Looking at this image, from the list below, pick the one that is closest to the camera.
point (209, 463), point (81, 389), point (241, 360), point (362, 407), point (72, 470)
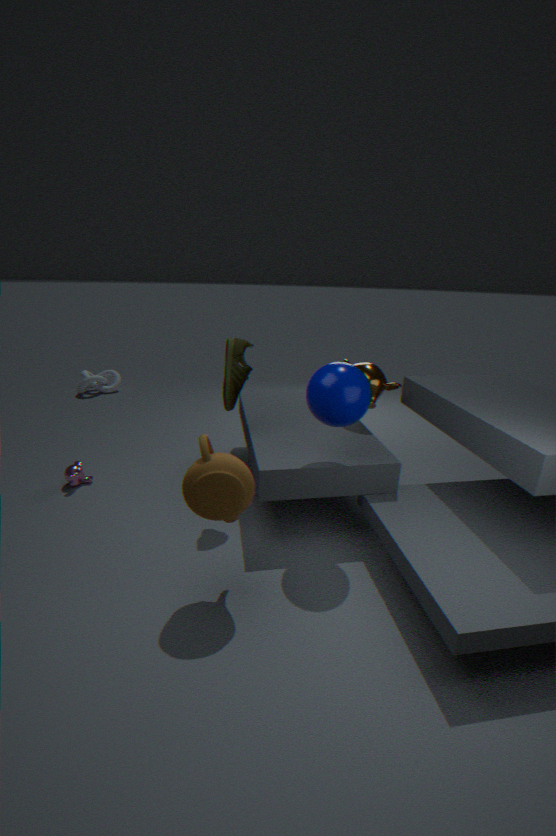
point (209, 463)
